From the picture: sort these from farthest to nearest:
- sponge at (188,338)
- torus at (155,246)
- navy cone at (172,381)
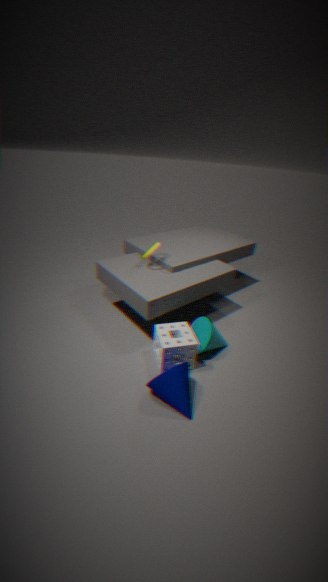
torus at (155,246), sponge at (188,338), navy cone at (172,381)
